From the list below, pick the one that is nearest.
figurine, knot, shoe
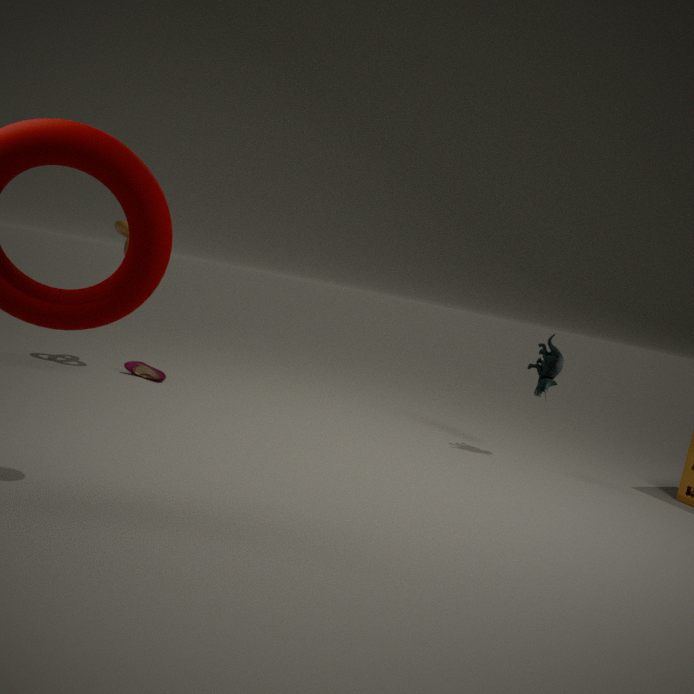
figurine
